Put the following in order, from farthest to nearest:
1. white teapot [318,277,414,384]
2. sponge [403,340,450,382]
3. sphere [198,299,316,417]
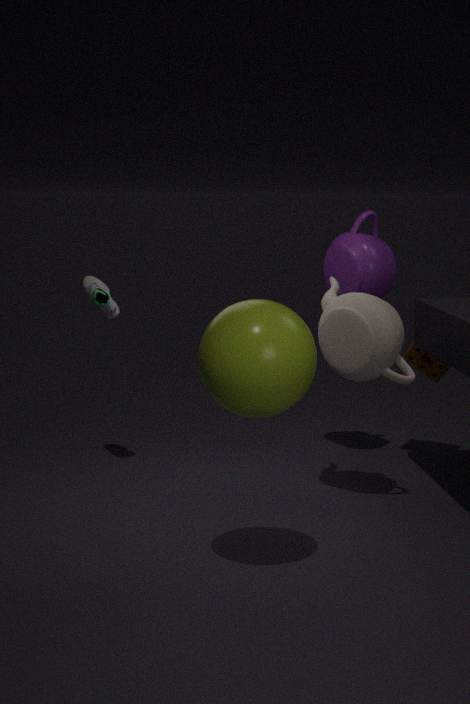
sponge [403,340,450,382], white teapot [318,277,414,384], sphere [198,299,316,417]
